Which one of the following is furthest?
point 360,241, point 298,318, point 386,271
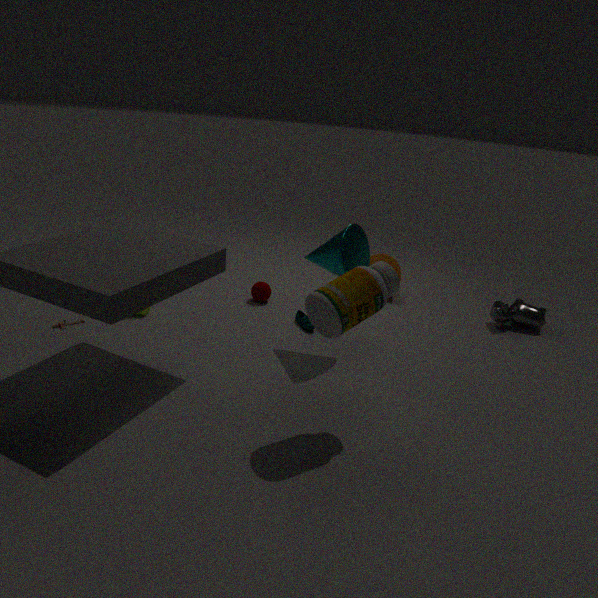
point 298,318
